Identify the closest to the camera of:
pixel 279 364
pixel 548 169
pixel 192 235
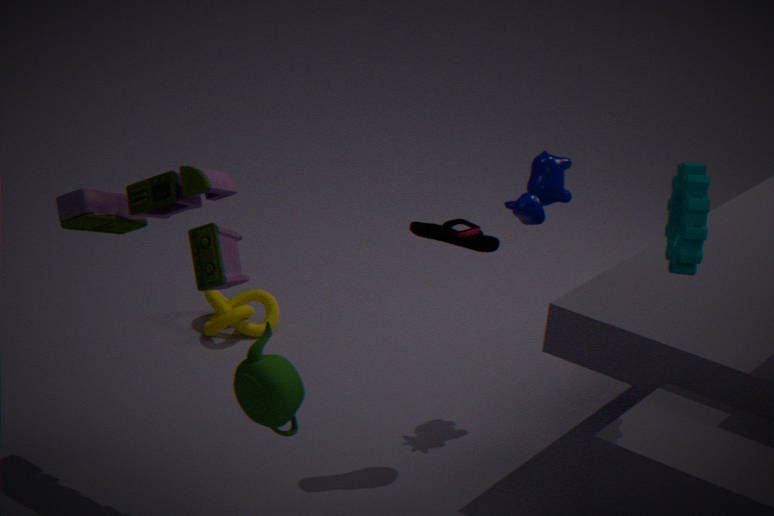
pixel 279 364
